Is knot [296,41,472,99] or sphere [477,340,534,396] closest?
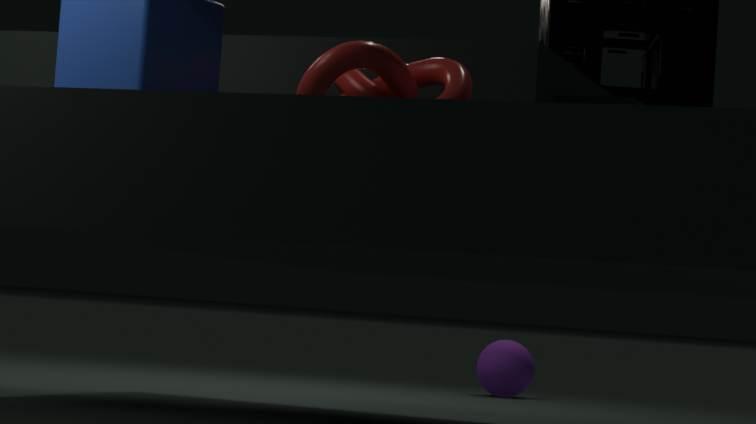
knot [296,41,472,99]
